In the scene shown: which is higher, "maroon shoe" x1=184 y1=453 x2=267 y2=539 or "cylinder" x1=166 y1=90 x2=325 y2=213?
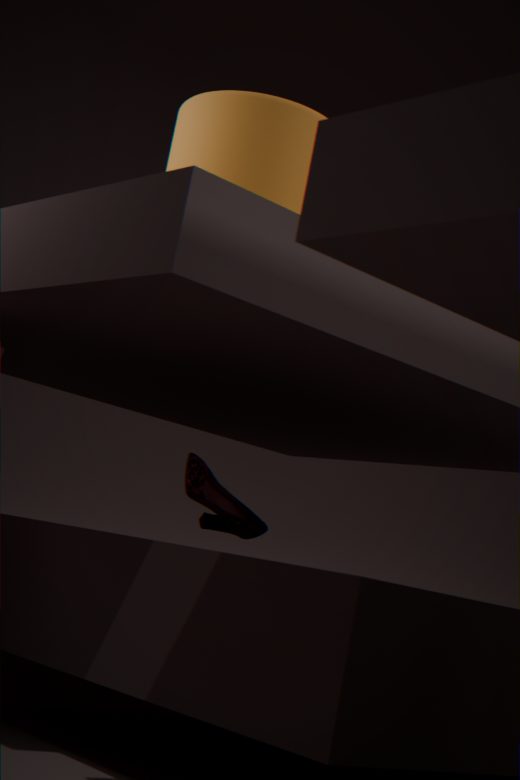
"cylinder" x1=166 y1=90 x2=325 y2=213
